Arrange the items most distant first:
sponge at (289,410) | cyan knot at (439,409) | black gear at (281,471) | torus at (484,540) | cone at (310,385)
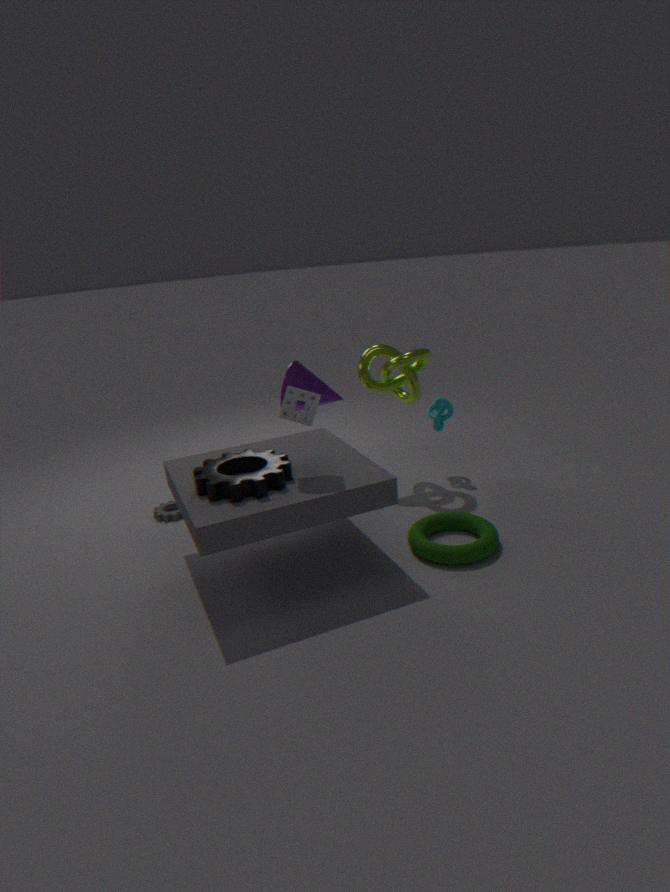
cone at (310,385) < cyan knot at (439,409) < torus at (484,540) < sponge at (289,410) < black gear at (281,471)
